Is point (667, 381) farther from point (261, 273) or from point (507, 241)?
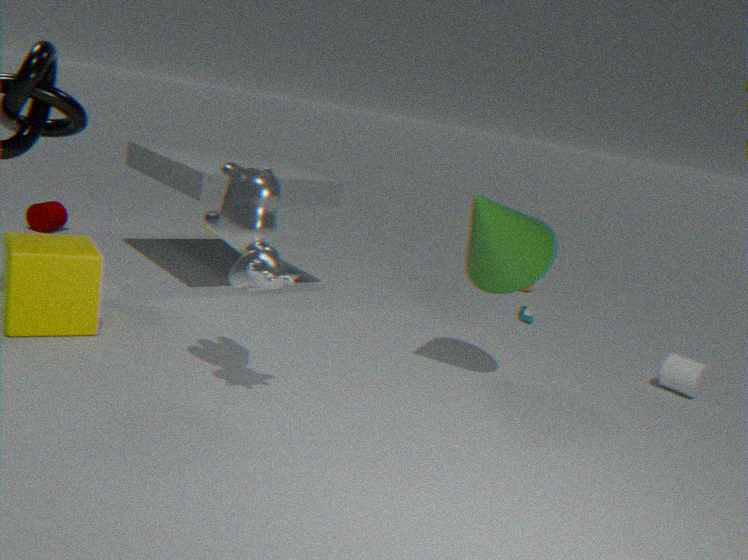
point (261, 273)
